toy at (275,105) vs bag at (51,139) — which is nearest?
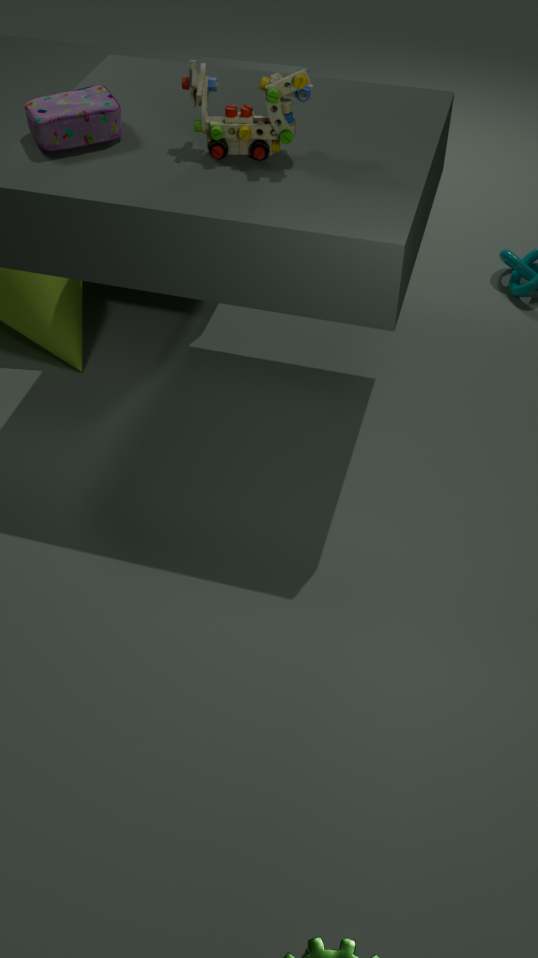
toy at (275,105)
